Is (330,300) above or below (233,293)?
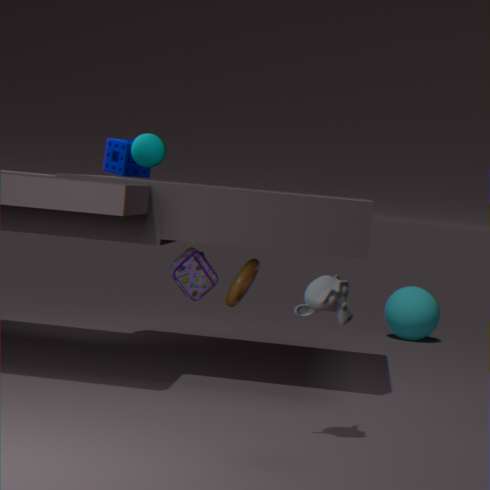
above
